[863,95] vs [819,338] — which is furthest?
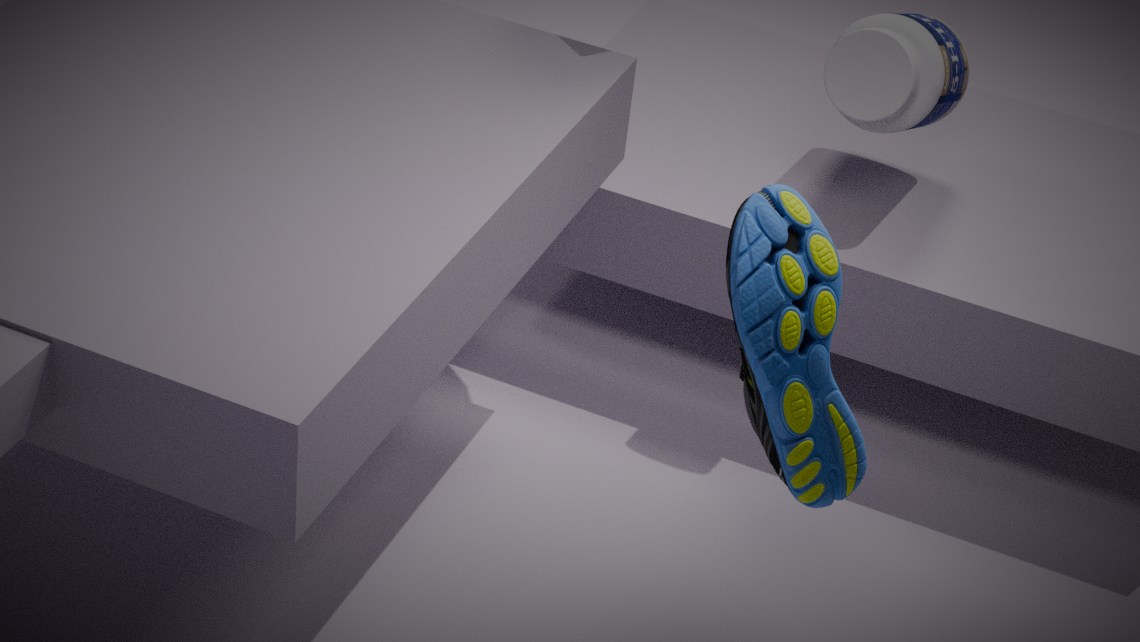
[863,95]
